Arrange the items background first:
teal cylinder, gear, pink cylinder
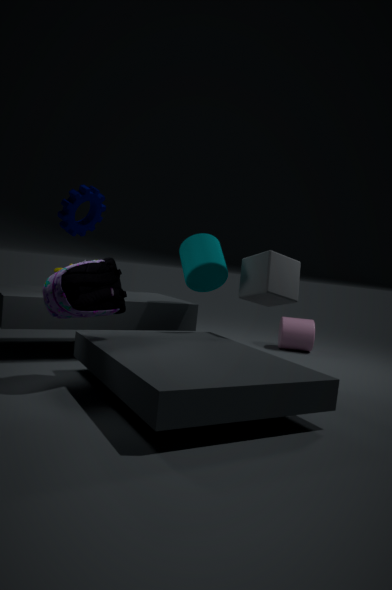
pink cylinder → teal cylinder → gear
